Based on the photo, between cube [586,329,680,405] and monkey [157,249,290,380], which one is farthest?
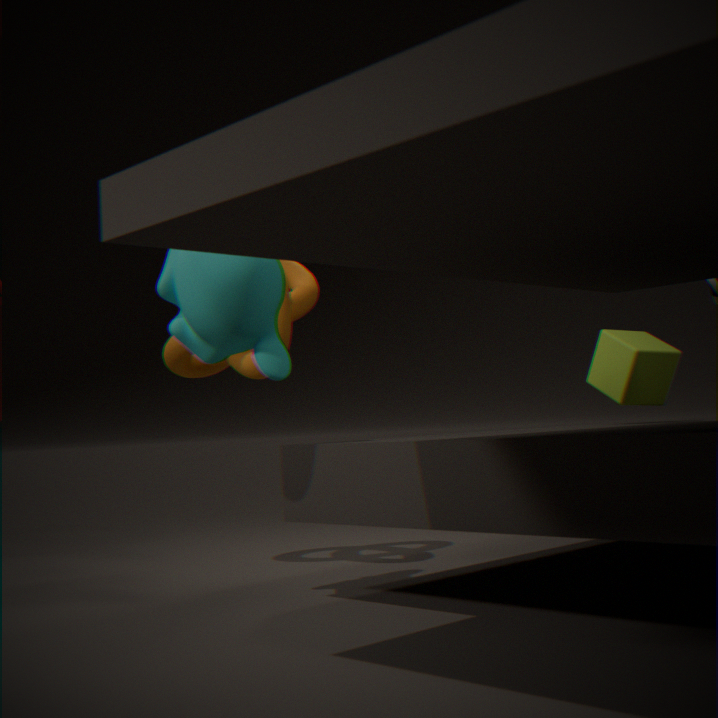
cube [586,329,680,405]
